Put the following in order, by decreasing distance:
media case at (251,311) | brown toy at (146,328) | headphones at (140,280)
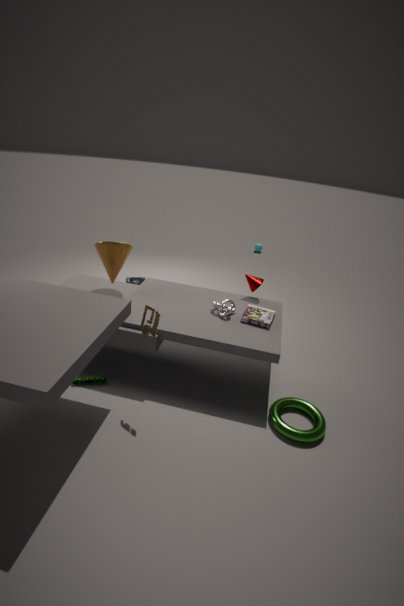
headphones at (140,280), media case at (251,311), brown toy at (146,328)
